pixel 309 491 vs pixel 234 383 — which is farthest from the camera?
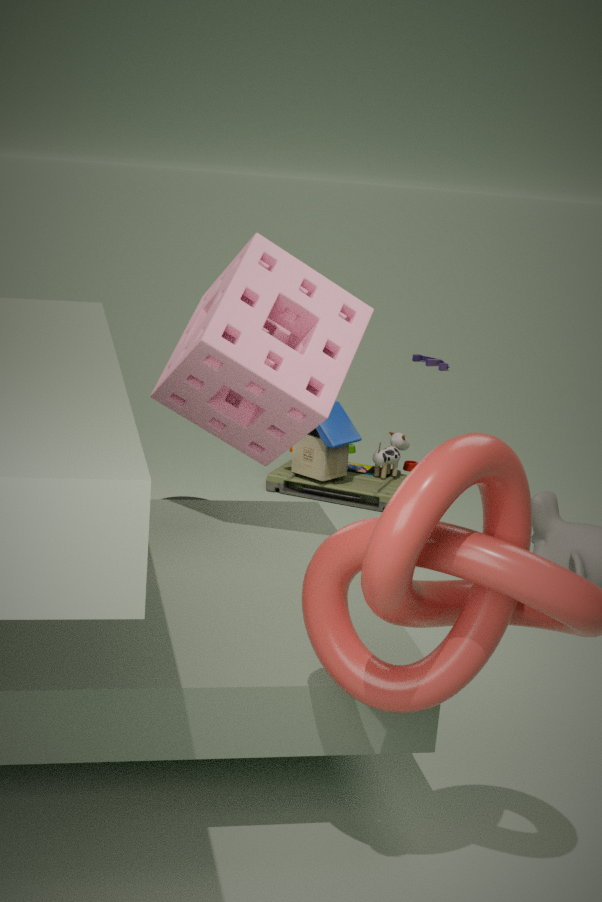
pixel 309 491
